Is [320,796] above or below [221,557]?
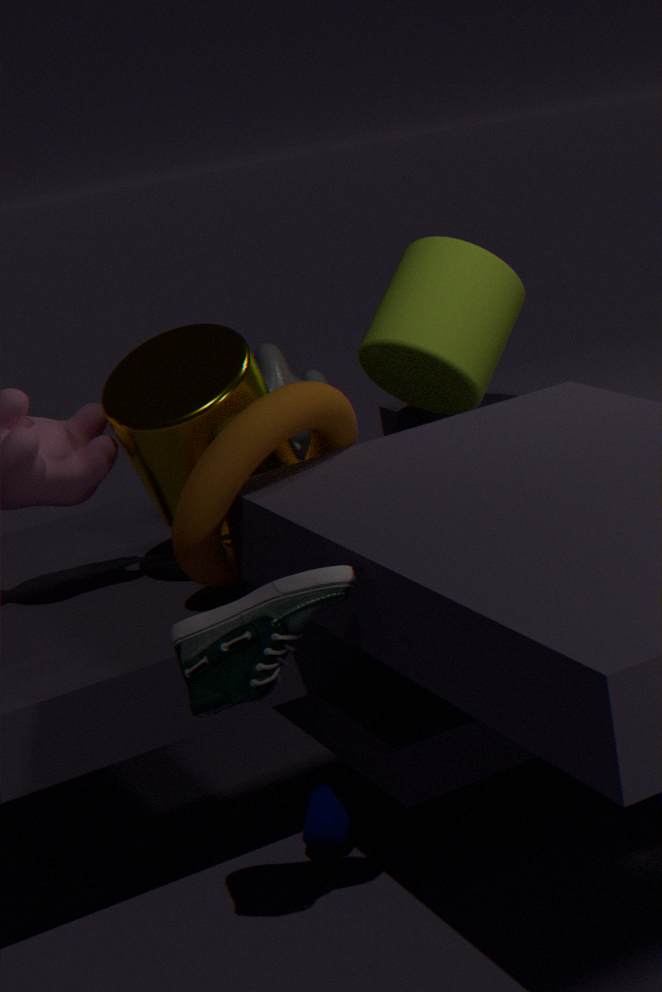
below
